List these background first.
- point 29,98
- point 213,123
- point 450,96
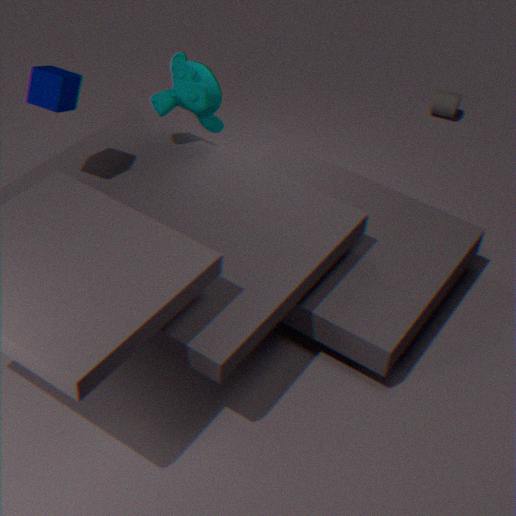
point 450,96
point 213,123
point 29,98
